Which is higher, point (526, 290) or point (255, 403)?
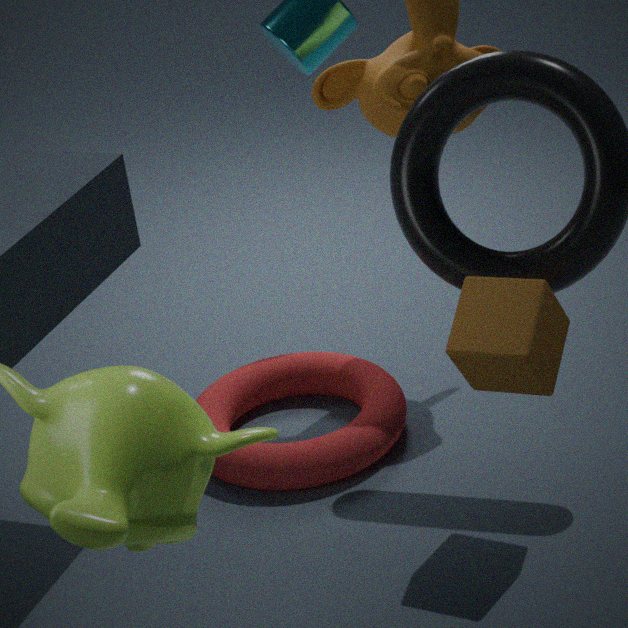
point (526, 290)
